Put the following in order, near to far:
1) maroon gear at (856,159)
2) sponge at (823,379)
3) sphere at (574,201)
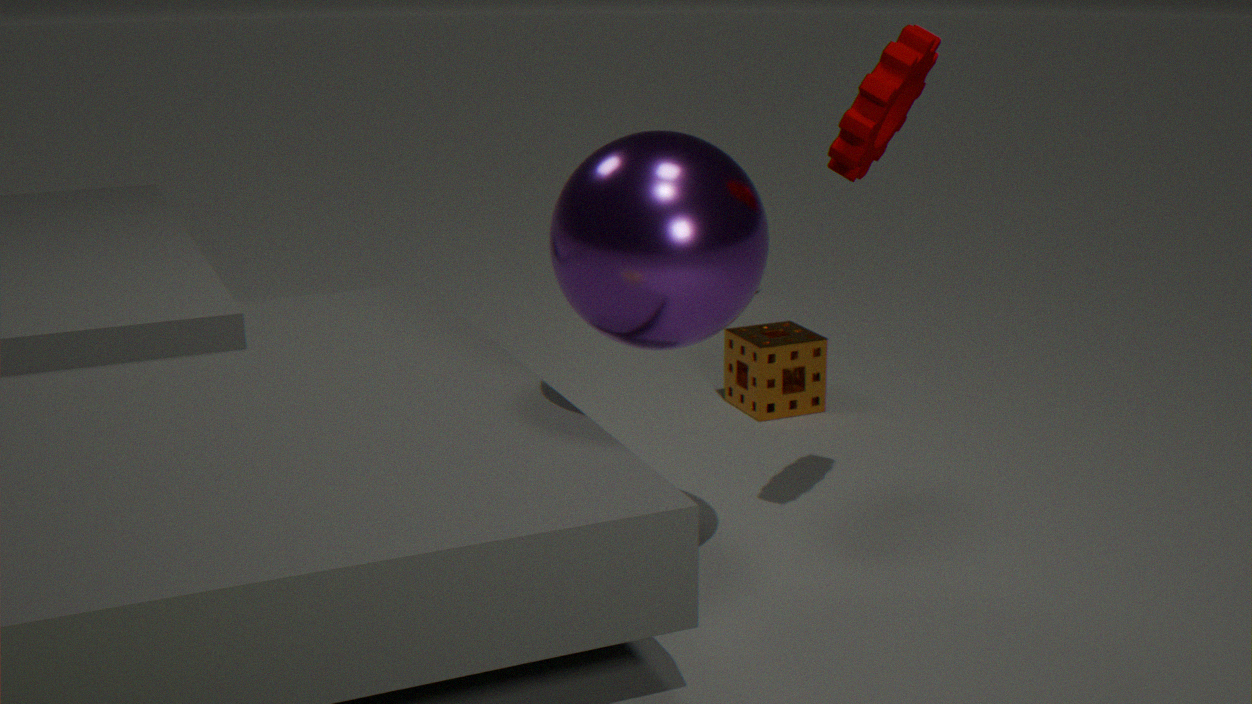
3. sphere at (574,201), 1. maroon gear at (856,159), 2. sponge at (823,379)
